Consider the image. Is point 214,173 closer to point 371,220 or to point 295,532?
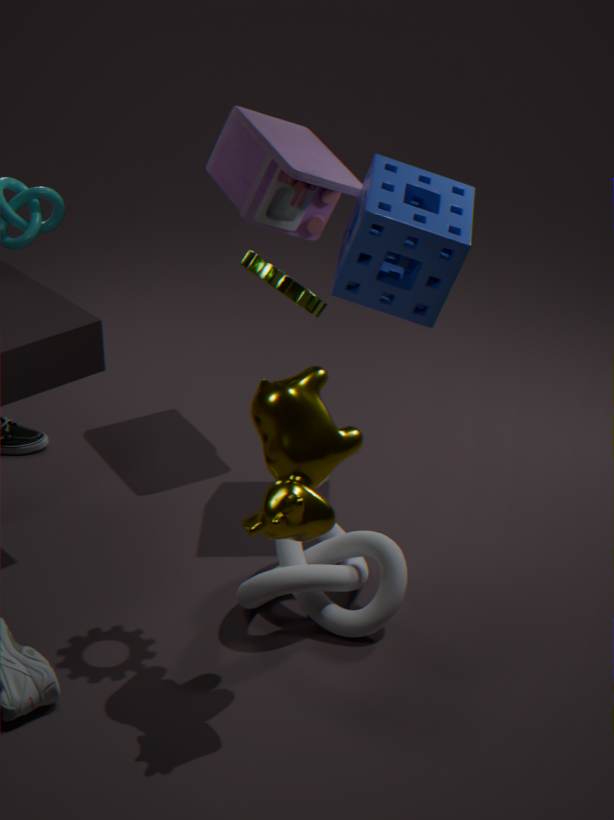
point 371,220
